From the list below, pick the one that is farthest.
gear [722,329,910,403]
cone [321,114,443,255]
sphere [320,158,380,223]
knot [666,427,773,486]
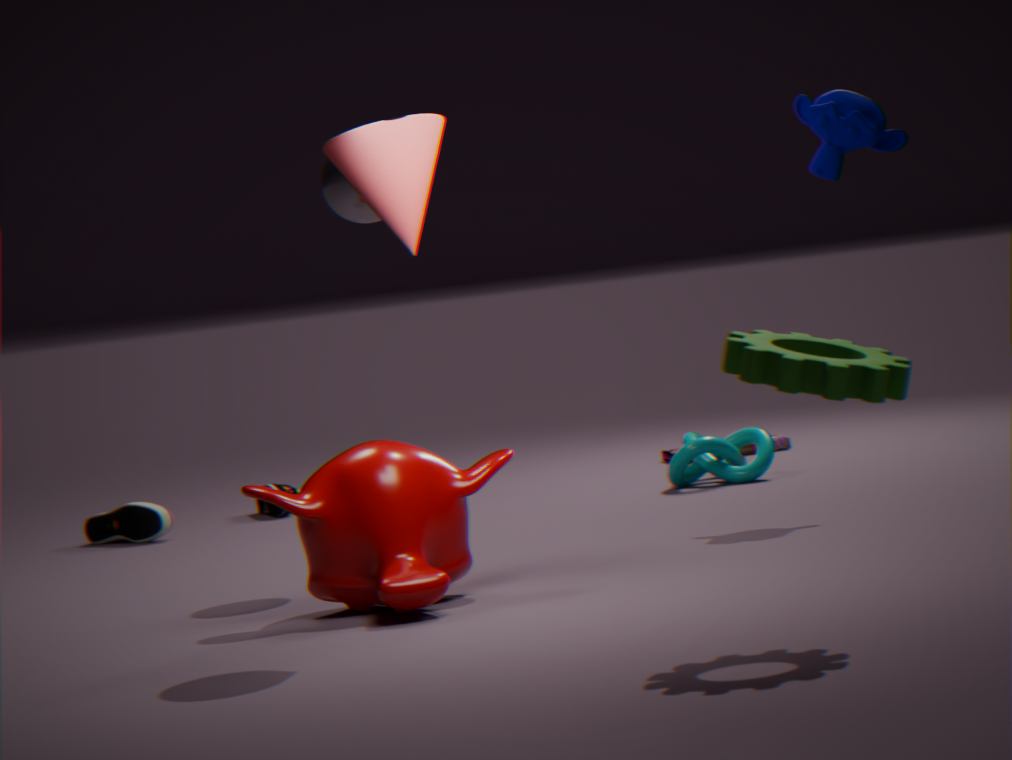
knot [666,427,773,486]
